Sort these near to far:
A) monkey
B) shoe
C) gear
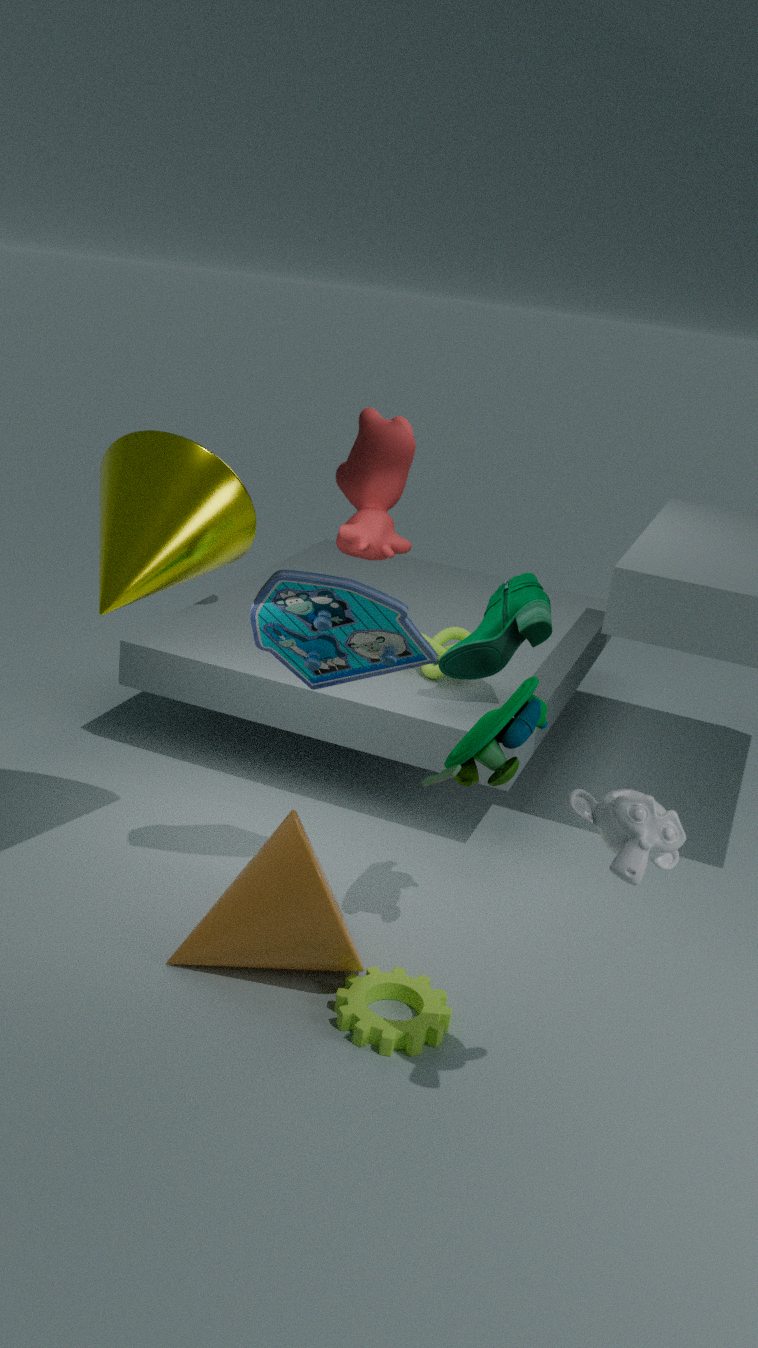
monkey < gear < shoe
